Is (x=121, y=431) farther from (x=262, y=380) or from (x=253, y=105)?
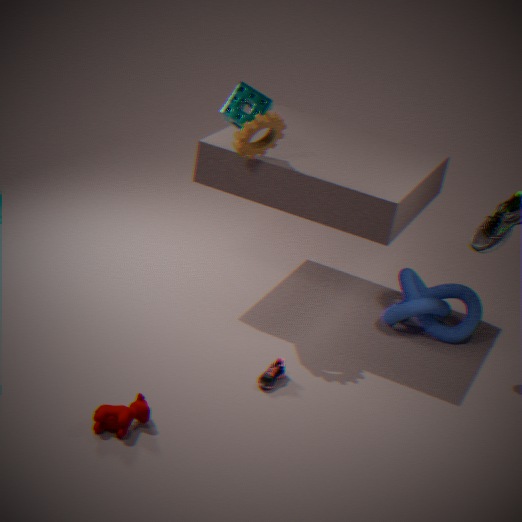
(x=253, y=105)
